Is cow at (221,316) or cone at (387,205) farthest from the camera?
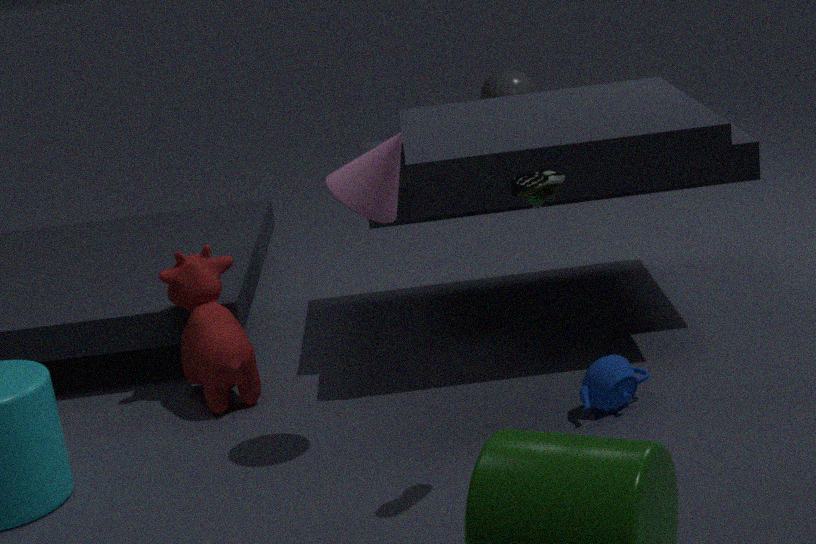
cow at (221,316)
